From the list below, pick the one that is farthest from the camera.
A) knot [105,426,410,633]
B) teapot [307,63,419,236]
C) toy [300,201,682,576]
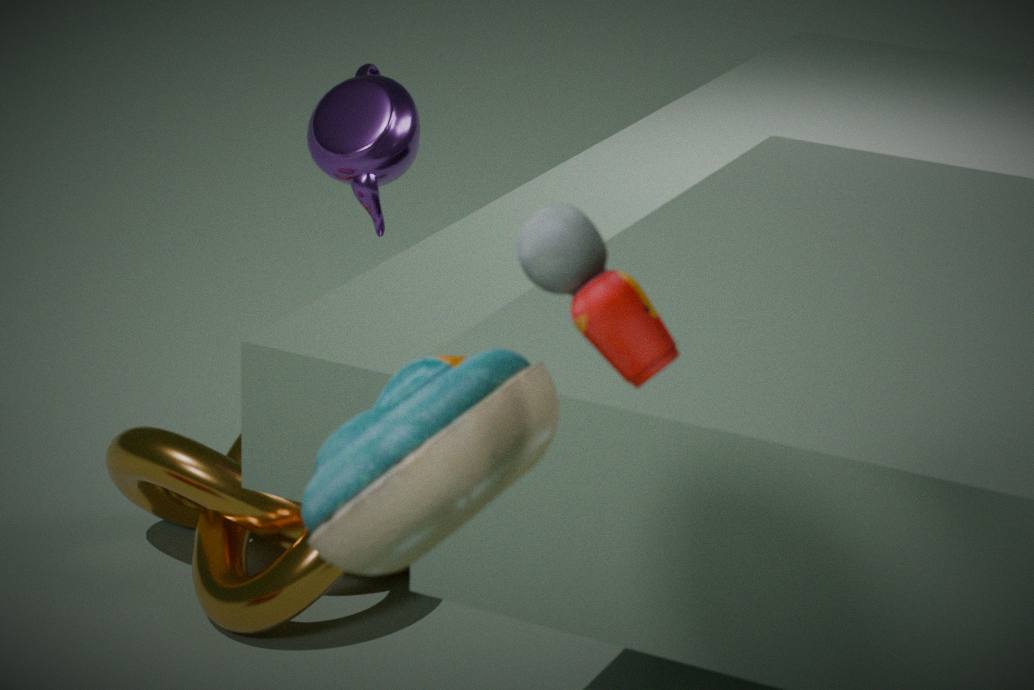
knot [105,426,410,633]
